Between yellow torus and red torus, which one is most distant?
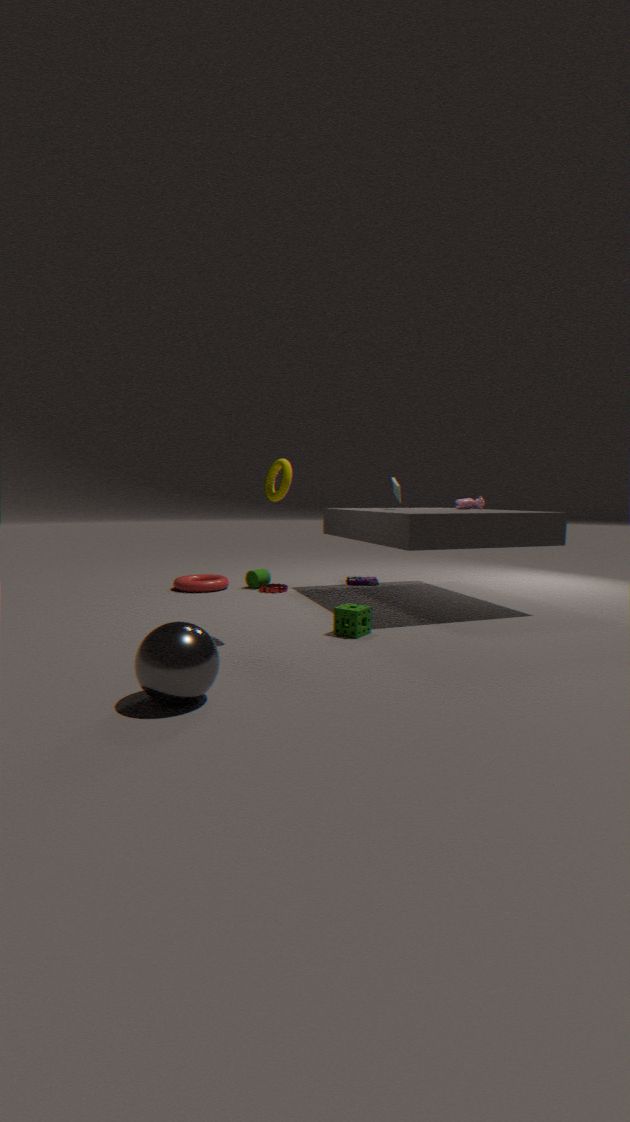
red torus
